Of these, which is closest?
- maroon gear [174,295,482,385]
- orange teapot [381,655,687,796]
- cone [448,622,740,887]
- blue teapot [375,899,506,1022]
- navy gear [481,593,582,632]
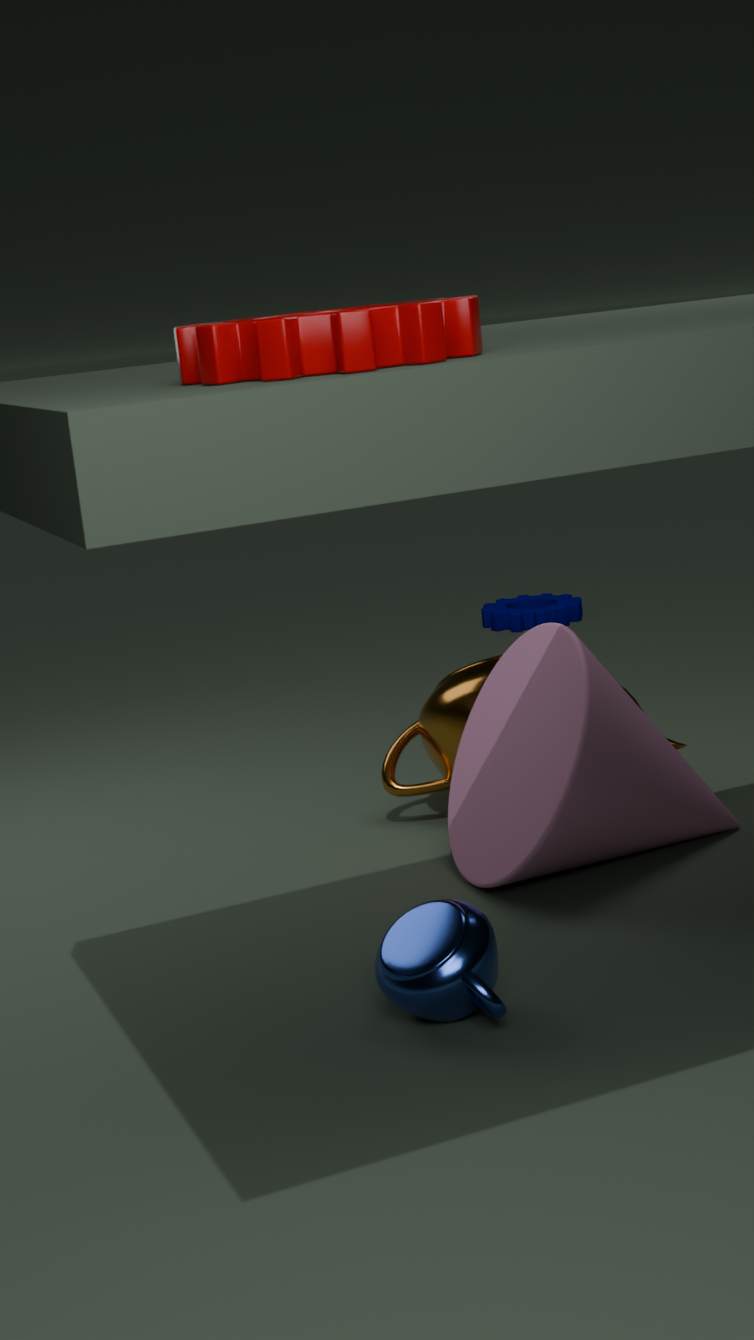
maroon gear [174,295,482,385]
